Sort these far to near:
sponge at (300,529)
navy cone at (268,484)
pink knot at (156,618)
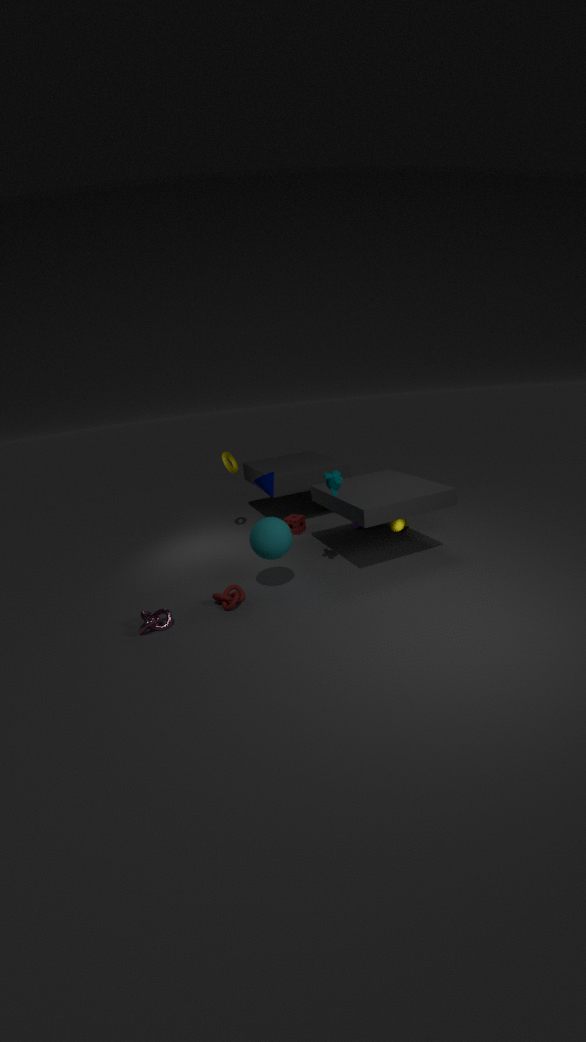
sponge at (300,529)
navy cone at (268,484)
pink knot at (156,618)
